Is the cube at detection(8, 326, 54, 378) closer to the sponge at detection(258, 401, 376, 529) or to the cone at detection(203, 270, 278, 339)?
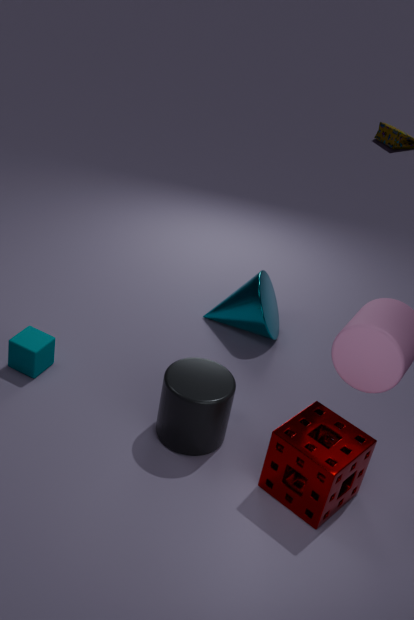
the cone at detection(203, 270, 278, 339)
